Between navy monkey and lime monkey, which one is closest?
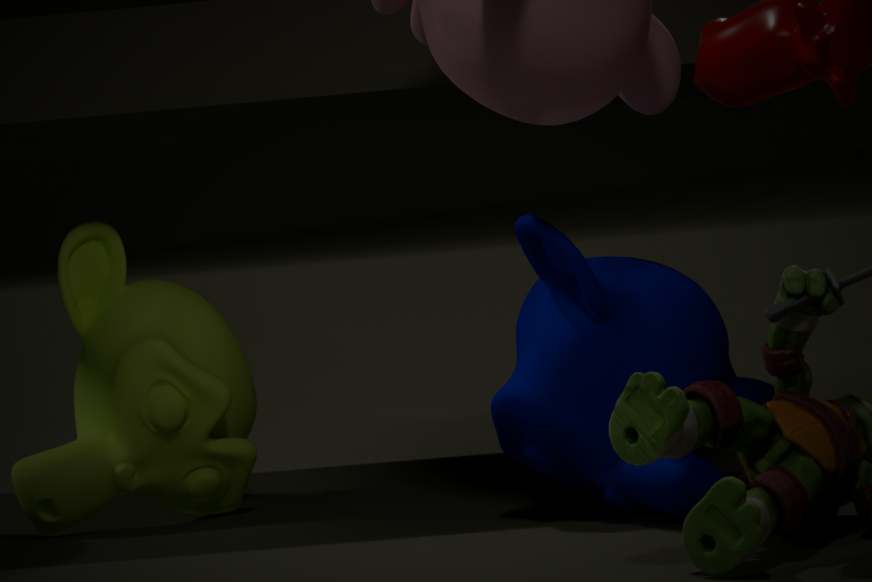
navy monkey
